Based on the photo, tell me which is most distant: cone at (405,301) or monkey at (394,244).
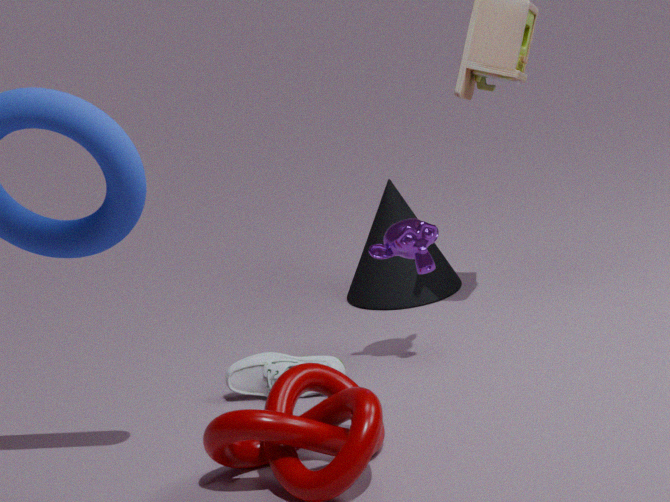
cone at (405,301)
